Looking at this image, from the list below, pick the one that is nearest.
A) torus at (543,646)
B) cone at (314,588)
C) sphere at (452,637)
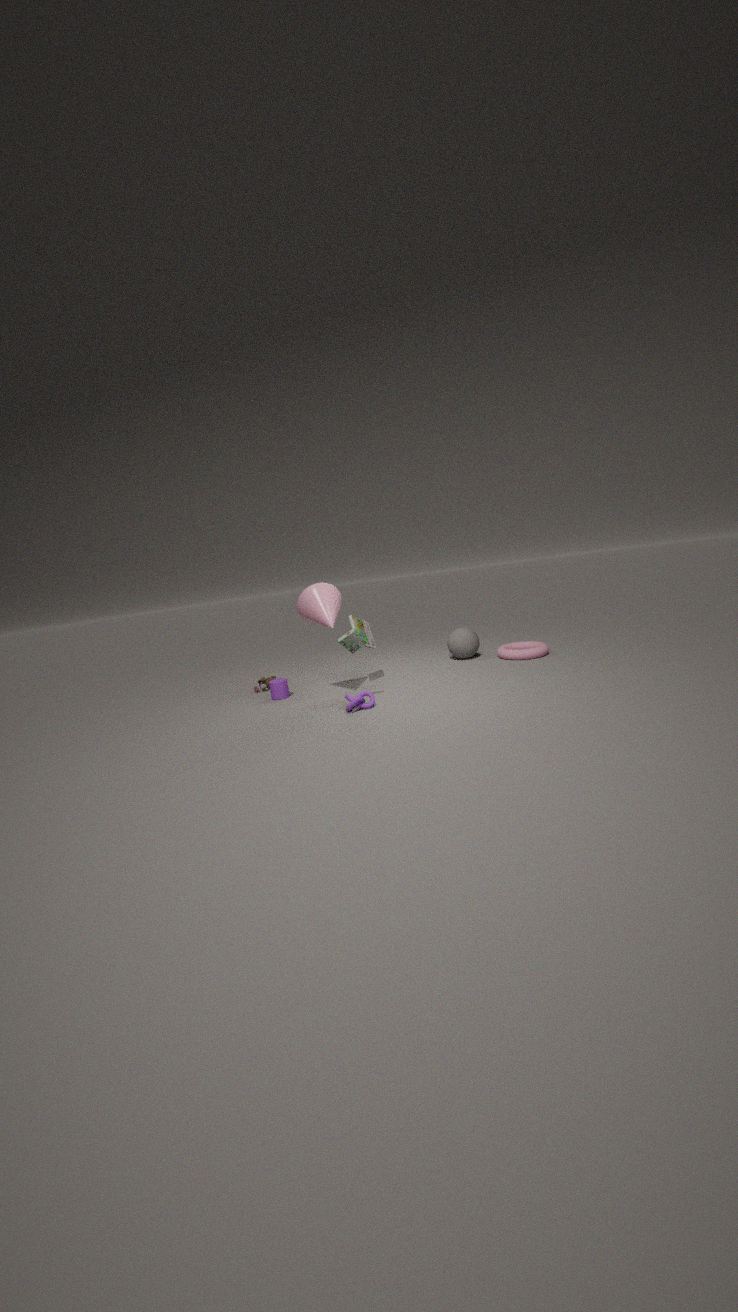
cone at (314,588)
